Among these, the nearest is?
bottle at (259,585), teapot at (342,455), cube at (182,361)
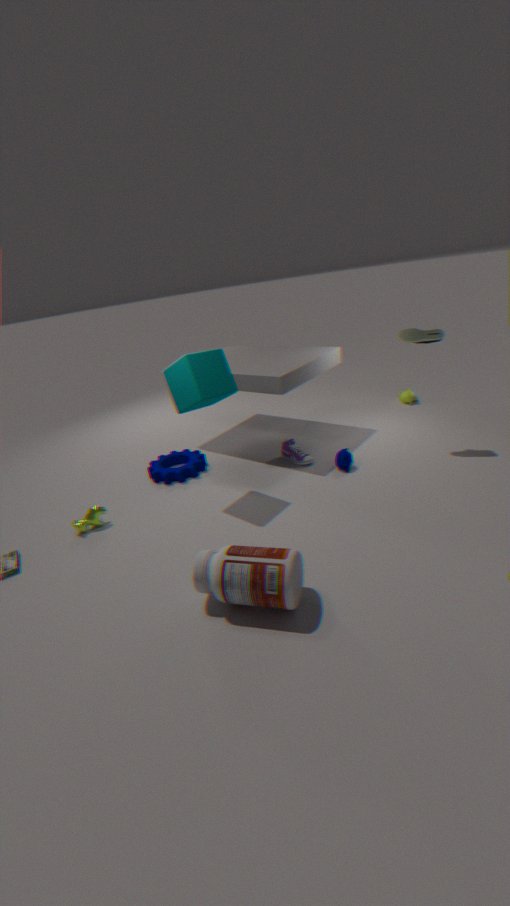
bottle at (259,585)
